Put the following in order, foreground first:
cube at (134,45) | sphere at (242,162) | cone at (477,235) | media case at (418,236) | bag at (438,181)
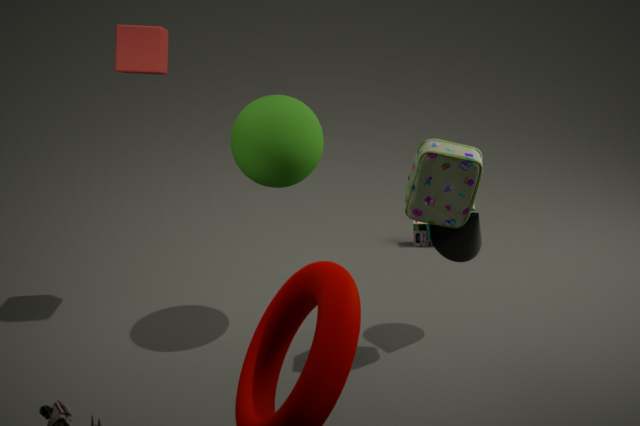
1. bag at (438,181)
2. sphere at (242,162)
3. cone at (477,235)
4. cube at (134,45)
5. media case at (418,236)
